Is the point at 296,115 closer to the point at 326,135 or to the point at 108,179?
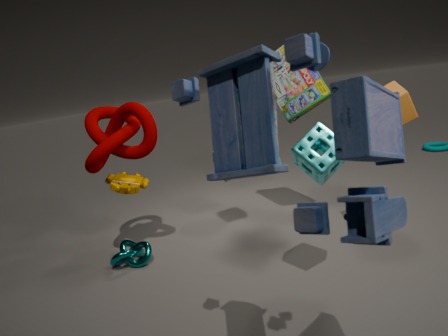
the point at 326,135
